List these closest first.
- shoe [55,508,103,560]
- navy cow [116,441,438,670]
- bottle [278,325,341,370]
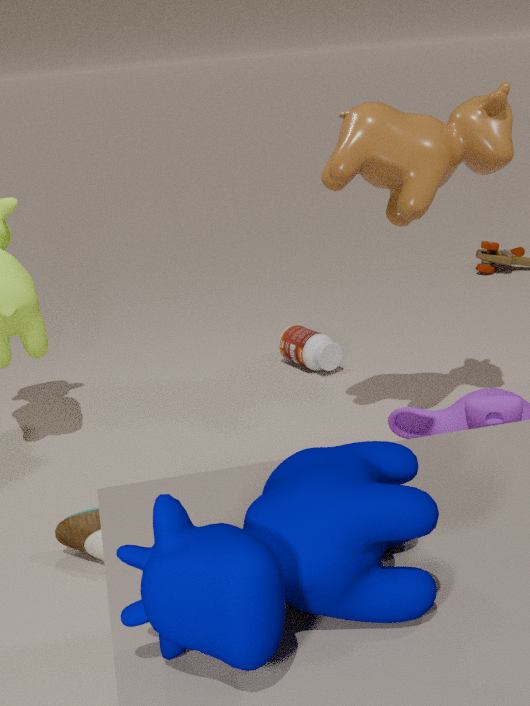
navy cow [116,441,438,670], shoe [55,508,103,560], bottle [278,325,341,370]
